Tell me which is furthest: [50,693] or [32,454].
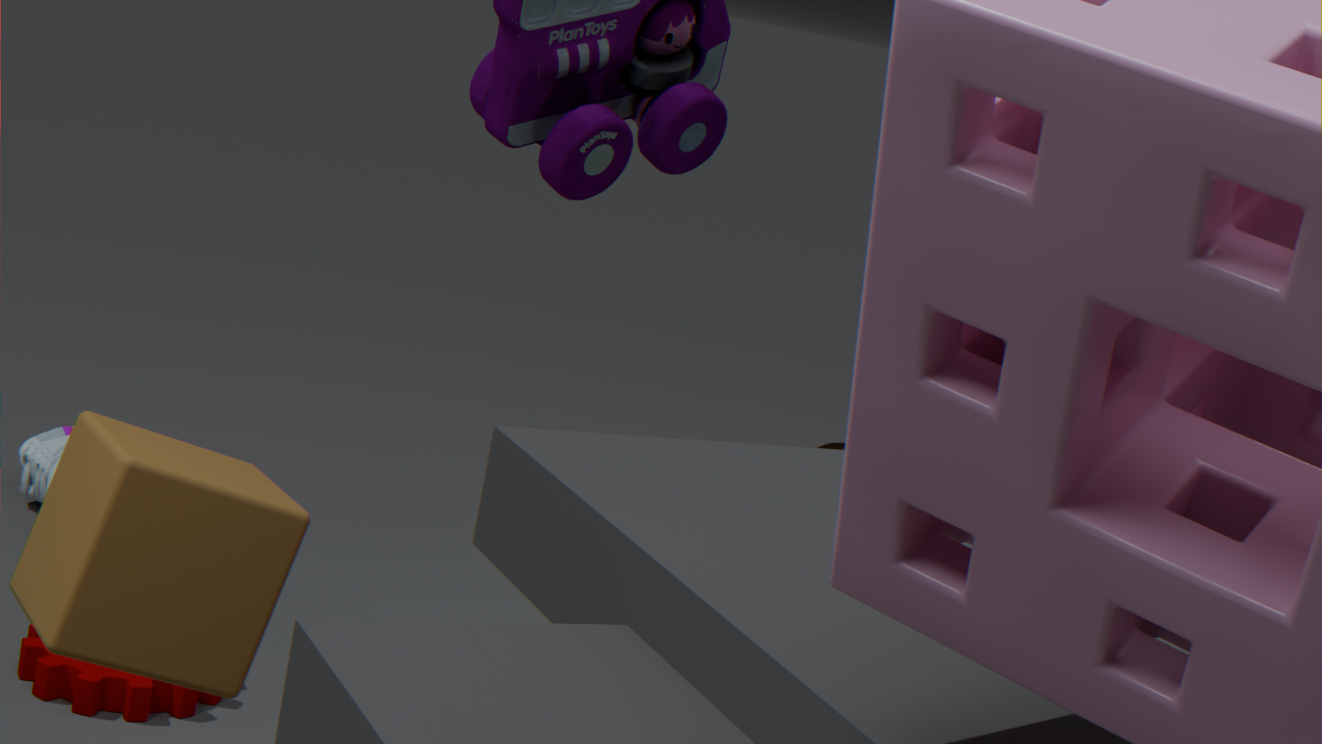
[32,454]
